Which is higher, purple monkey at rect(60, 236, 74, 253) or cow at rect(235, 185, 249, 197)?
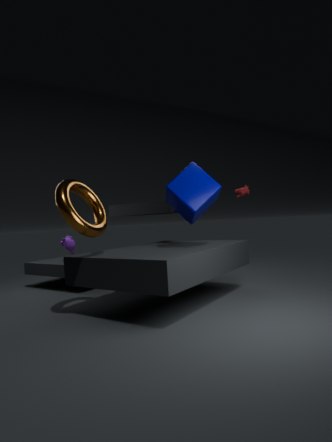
cow at rect(235, 185, 249, 197)
